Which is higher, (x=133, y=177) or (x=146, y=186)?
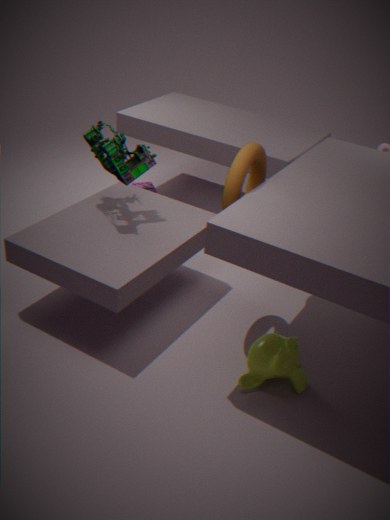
(x=133, y=177)
